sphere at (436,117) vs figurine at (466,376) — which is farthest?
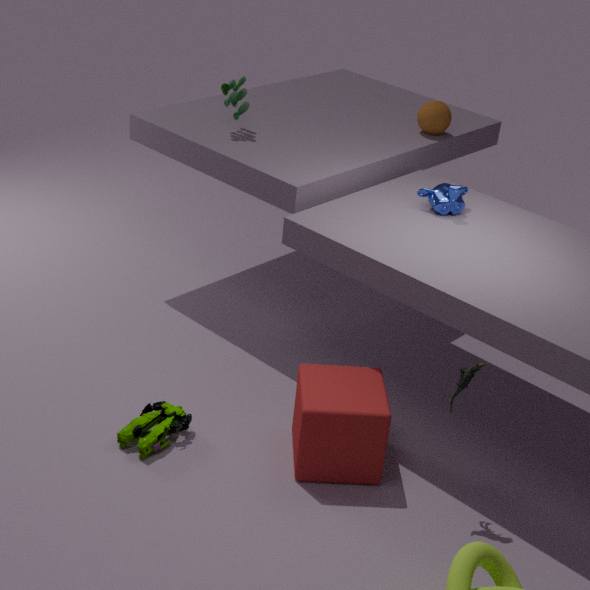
sphere at (436,117)
